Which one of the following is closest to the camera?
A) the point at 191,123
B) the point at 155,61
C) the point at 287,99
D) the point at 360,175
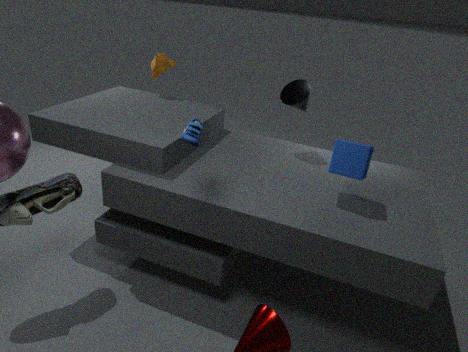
the point at 191,123
